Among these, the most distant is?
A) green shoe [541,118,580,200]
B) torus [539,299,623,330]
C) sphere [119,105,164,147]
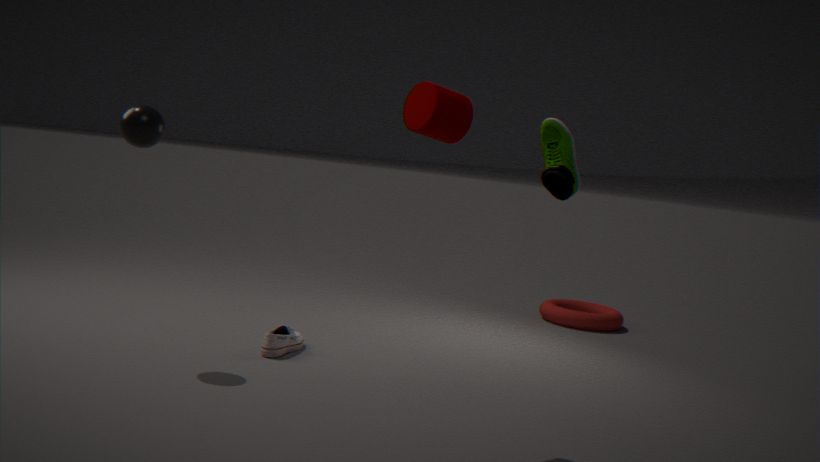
torus [539,299,623,330]
